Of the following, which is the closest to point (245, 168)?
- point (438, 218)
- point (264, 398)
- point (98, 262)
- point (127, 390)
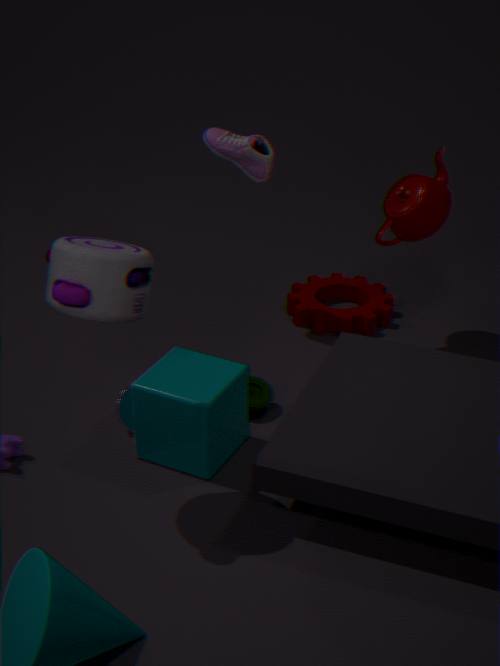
point (438, 218)
